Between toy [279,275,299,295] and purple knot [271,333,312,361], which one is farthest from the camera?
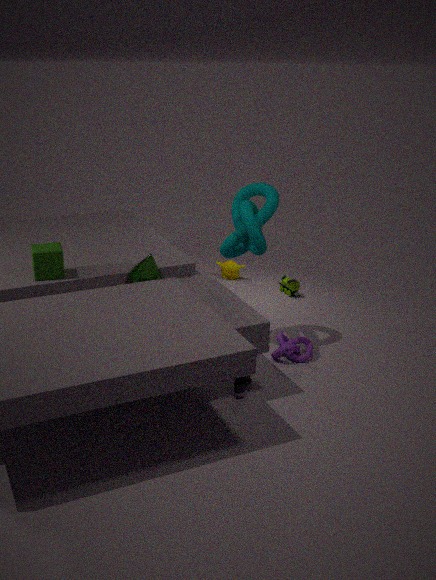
toy [279,275,299,295]
